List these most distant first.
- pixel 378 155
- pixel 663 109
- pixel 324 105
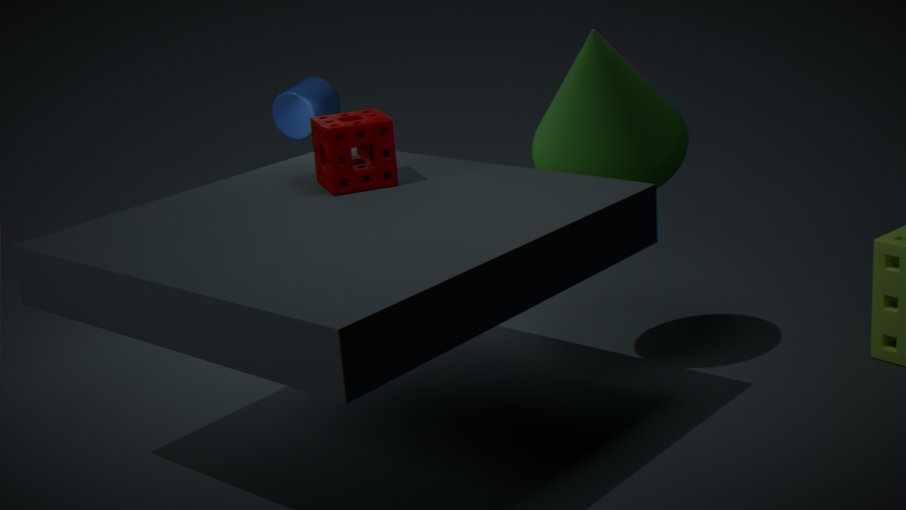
pixel 324 105 < pixel 663 109 < pixel 378 155
